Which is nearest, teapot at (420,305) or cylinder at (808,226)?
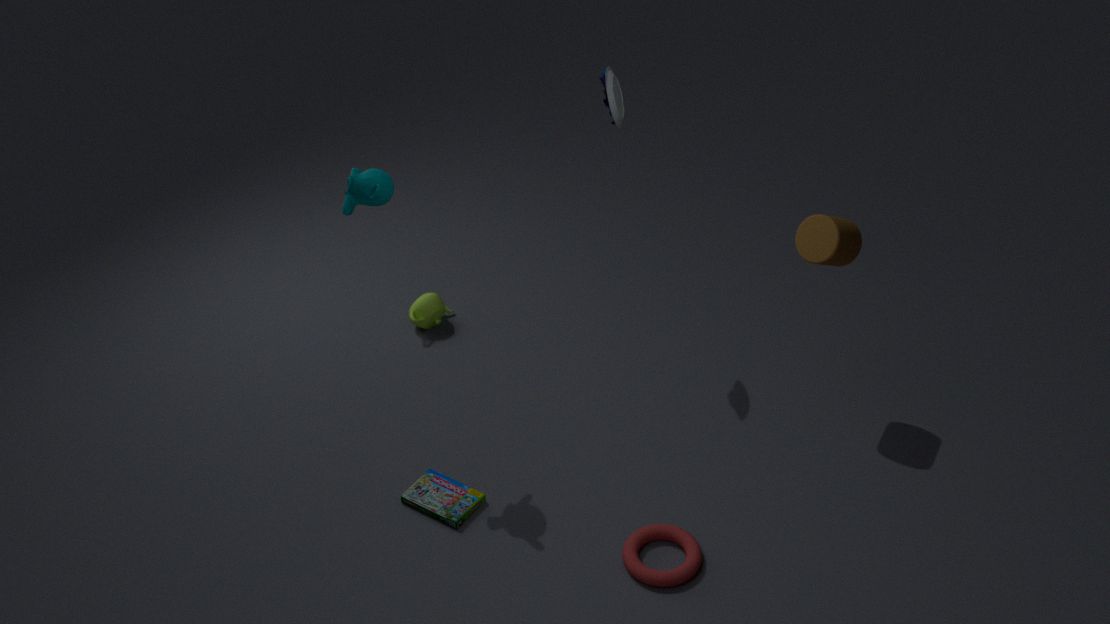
cylinder at (808,226)
